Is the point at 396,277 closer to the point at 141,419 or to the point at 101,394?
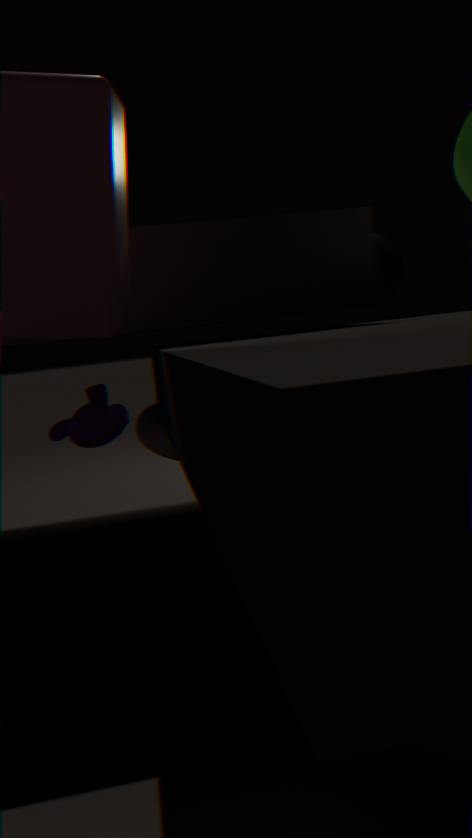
the point at 141,419
